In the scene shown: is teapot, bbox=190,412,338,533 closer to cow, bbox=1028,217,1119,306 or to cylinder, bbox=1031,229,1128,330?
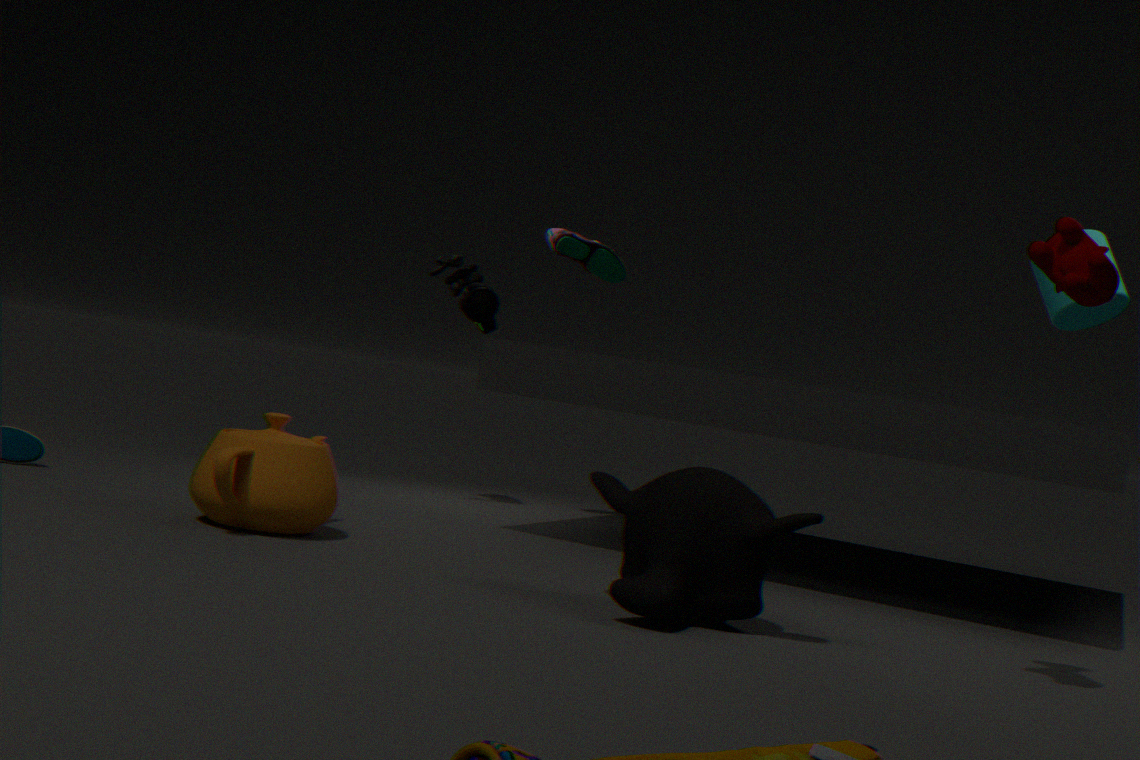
cow, bbox=1028,217,1119,306
